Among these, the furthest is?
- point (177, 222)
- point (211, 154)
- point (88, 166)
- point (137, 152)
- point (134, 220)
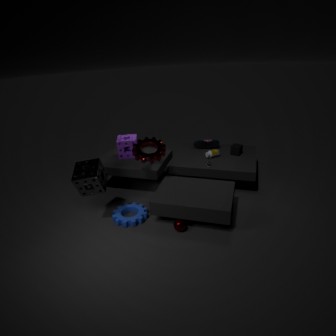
point (211, 154)
